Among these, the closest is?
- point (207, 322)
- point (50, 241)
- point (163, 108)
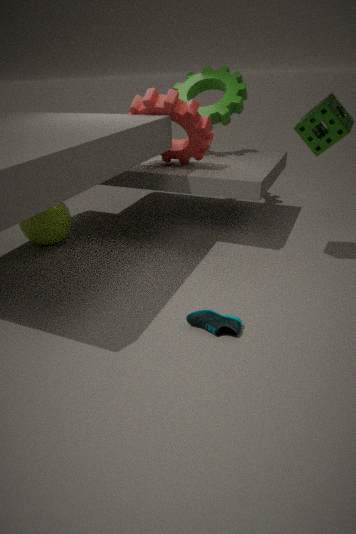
point (207, 322)
